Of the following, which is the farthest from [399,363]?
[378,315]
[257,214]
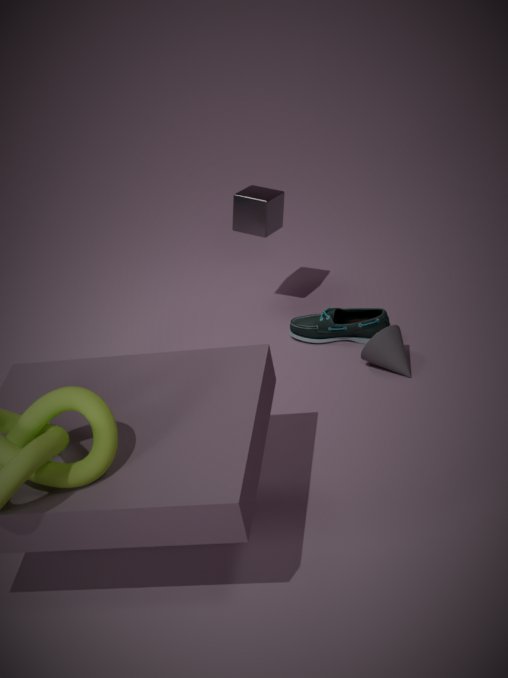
[257,214]
